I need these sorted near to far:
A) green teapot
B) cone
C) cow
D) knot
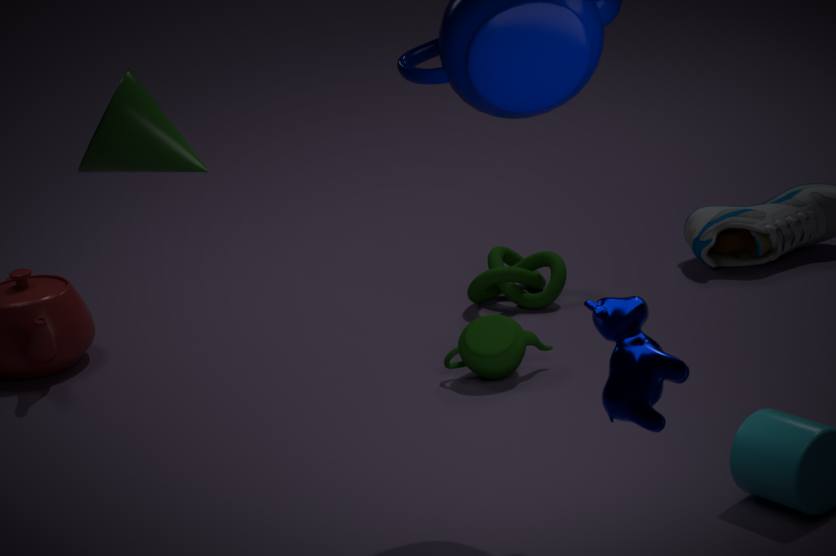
1. cow
2. cone
3. green teapot
4. knot
